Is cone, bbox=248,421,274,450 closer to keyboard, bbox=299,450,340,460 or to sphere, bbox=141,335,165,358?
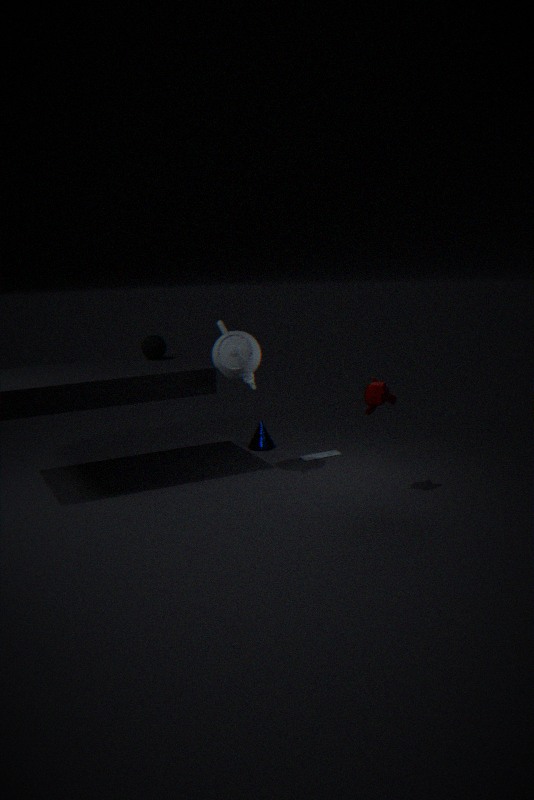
keyboard, bbox=299,450,340,460
